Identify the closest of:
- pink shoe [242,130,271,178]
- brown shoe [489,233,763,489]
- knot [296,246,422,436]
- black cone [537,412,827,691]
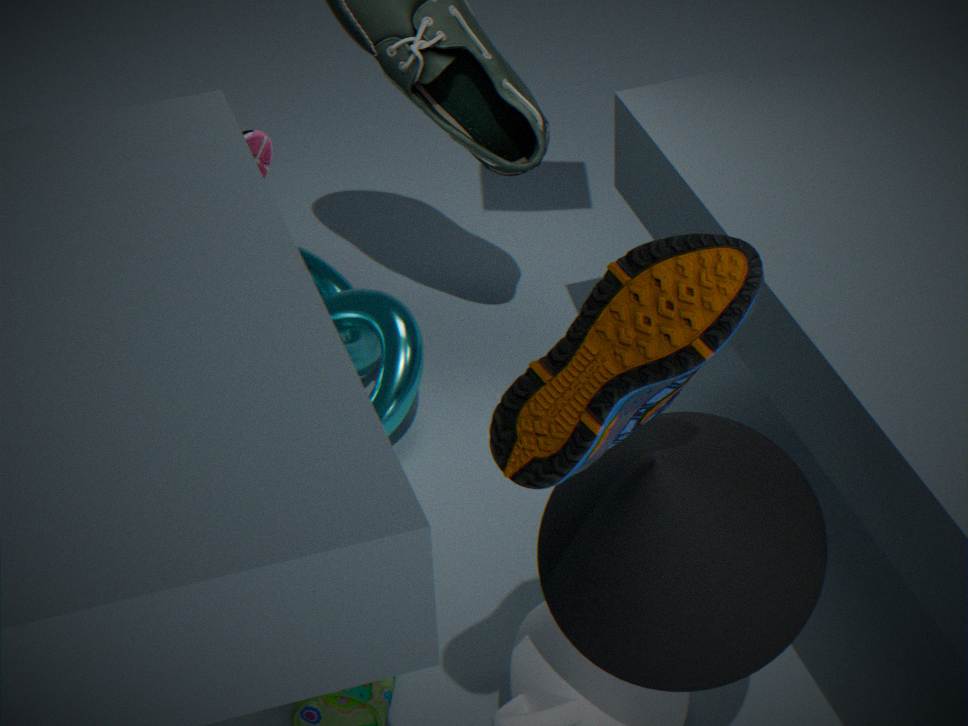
brown shoe [489,233,763,489]
